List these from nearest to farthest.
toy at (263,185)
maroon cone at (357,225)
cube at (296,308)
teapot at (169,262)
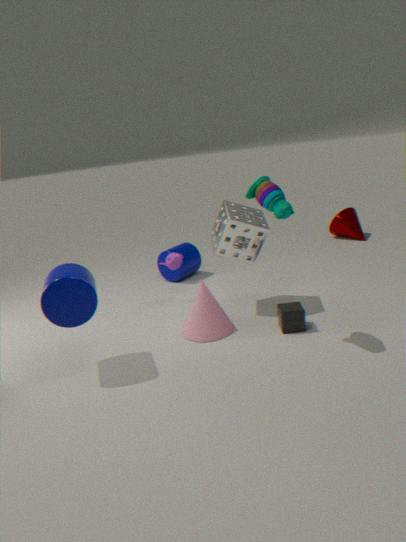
toy at (263,185) → cube at (296,308) → teapot at (169,262) → maroon cone at (357,225)
